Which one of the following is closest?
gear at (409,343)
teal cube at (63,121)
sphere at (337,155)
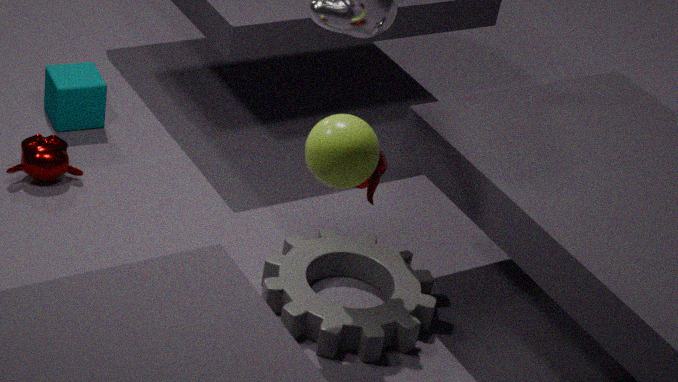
sphere at (337,155)
